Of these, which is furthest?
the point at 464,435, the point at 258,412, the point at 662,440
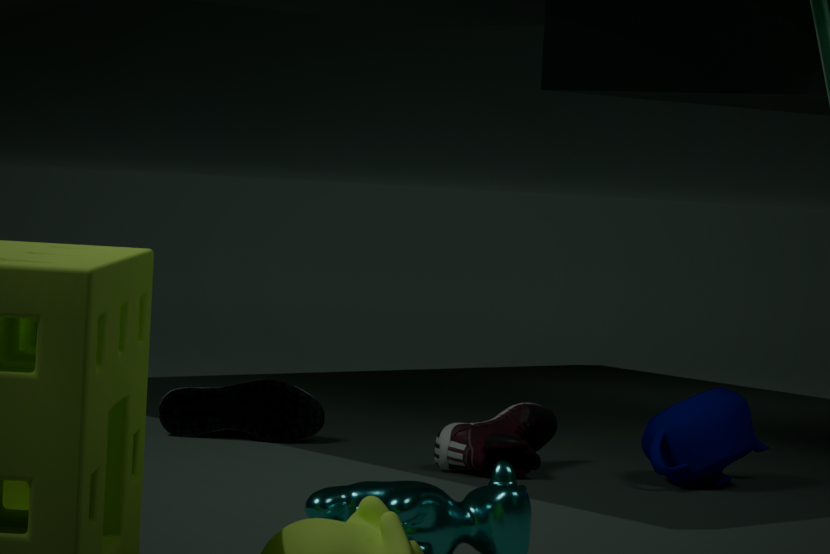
the point at 258,412
